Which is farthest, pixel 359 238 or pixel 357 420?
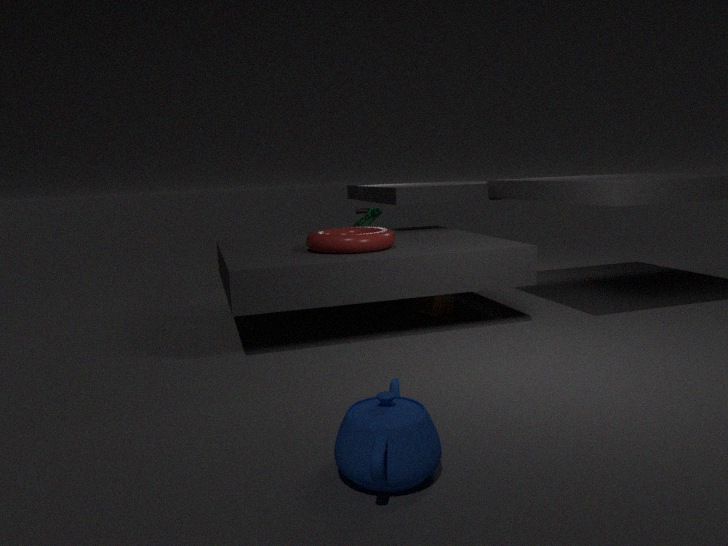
pixel 359 238
